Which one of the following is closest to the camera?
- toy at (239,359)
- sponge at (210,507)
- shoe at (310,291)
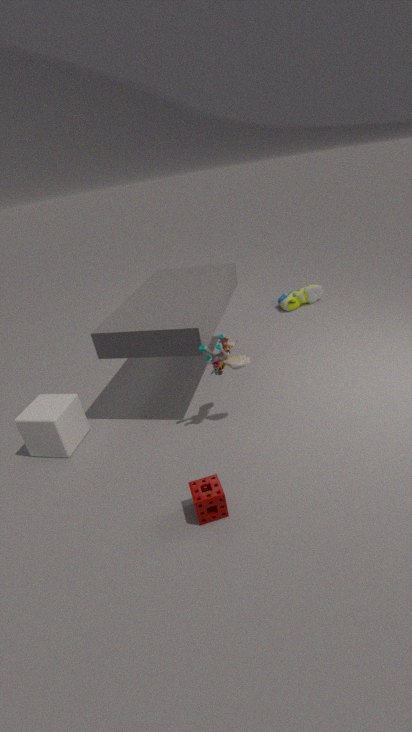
sponge at (210,507)
